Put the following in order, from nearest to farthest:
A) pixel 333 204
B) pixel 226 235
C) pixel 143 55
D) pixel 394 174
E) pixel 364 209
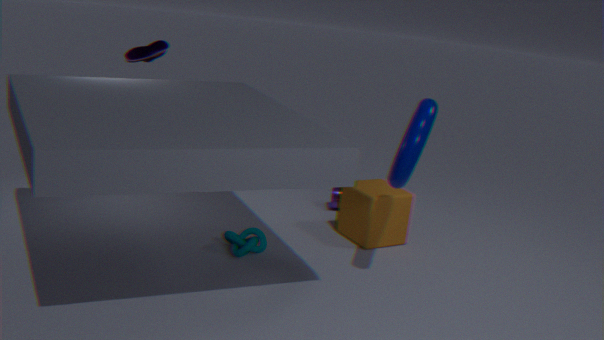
pixel 394 174
pixel 226 235
pixel 364 209
pixel 143 55
pixel 333 204
